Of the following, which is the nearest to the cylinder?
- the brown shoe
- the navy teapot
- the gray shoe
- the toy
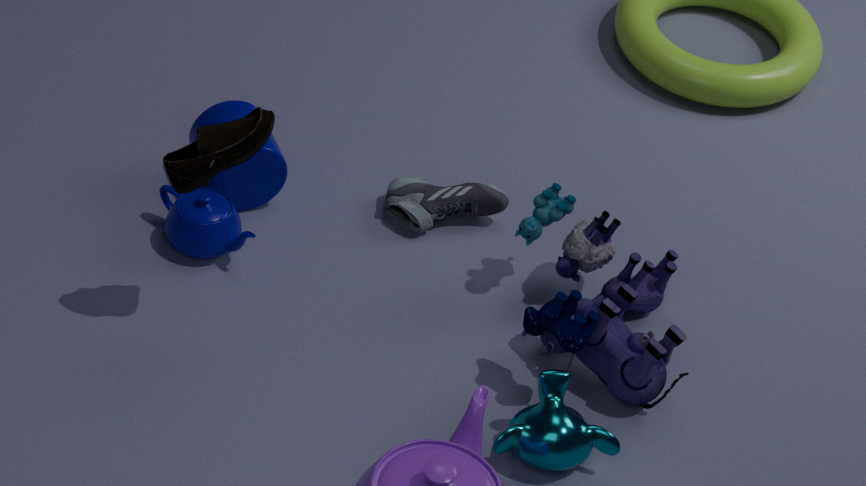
the navy teapot
